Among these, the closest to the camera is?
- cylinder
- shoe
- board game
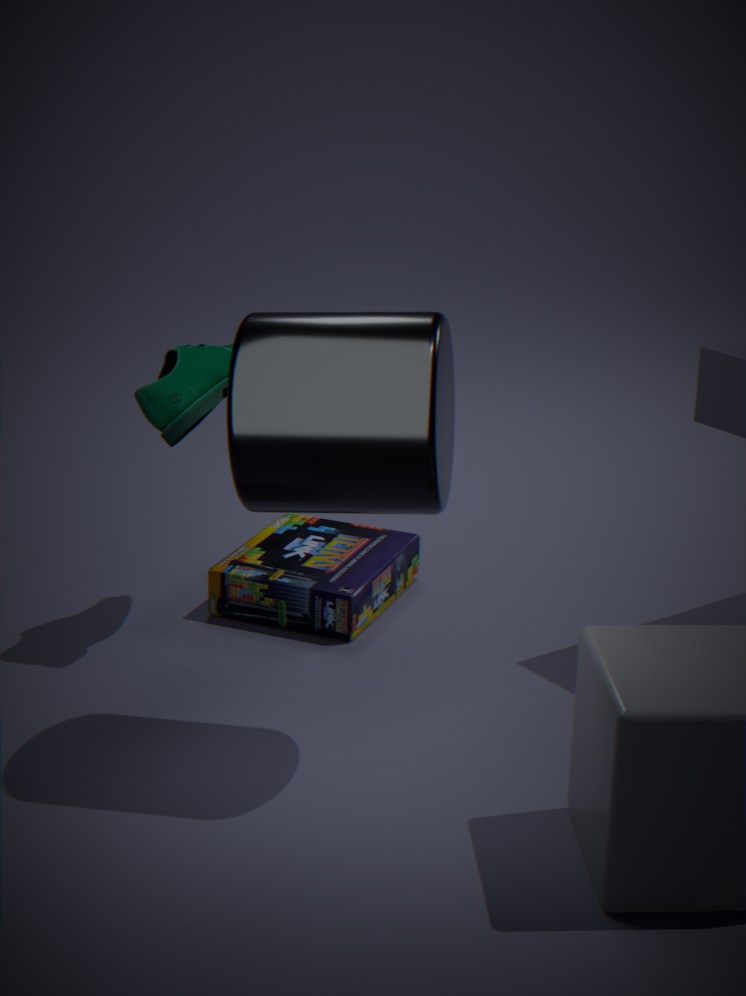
cylinder
